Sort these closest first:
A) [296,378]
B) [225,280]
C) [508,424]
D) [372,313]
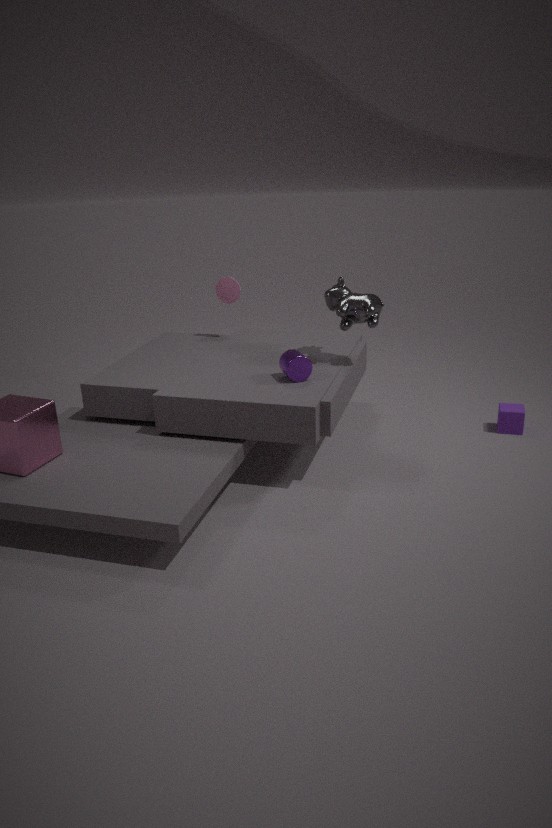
[296,378] < [372,313] < [508,424] < [225,280]
